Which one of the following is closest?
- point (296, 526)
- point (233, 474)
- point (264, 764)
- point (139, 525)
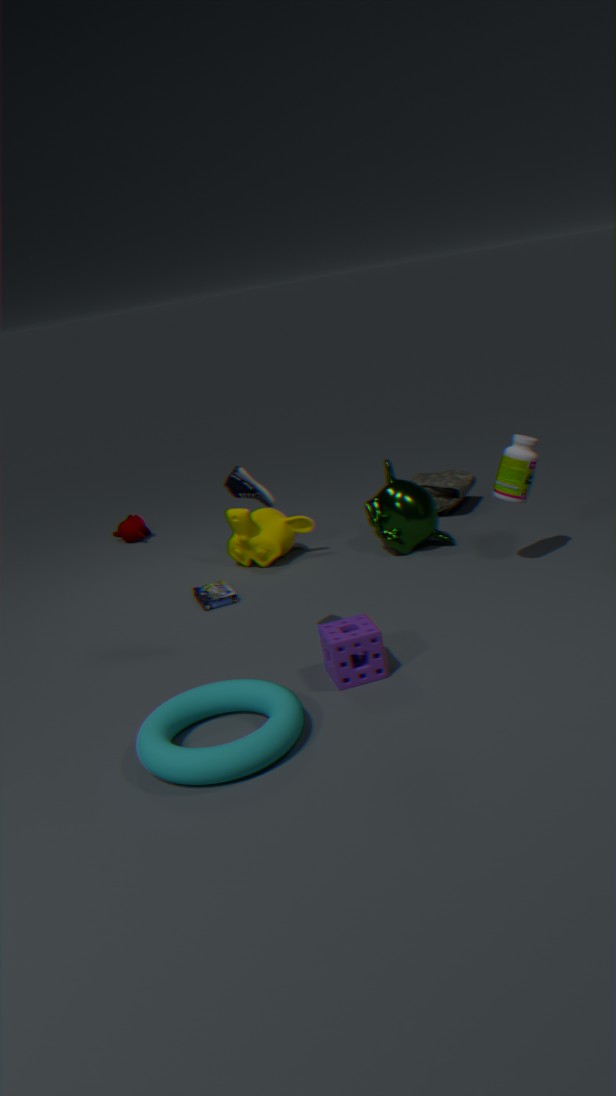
point (264, 764)
